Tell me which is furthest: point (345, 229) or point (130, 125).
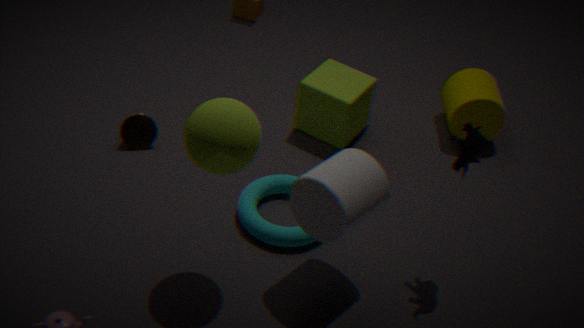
point (130, 125)
